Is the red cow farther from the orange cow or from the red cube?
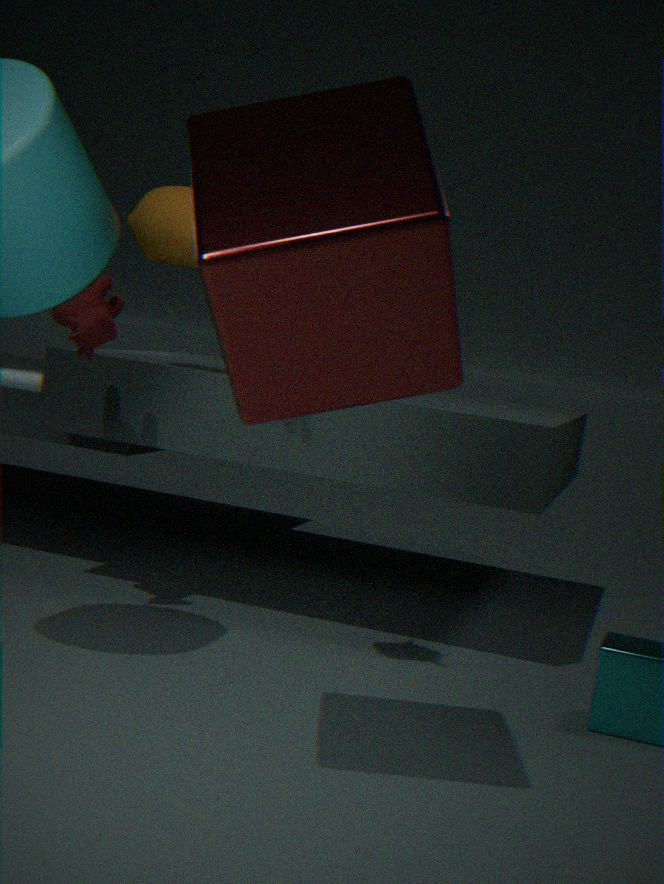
the red cube
